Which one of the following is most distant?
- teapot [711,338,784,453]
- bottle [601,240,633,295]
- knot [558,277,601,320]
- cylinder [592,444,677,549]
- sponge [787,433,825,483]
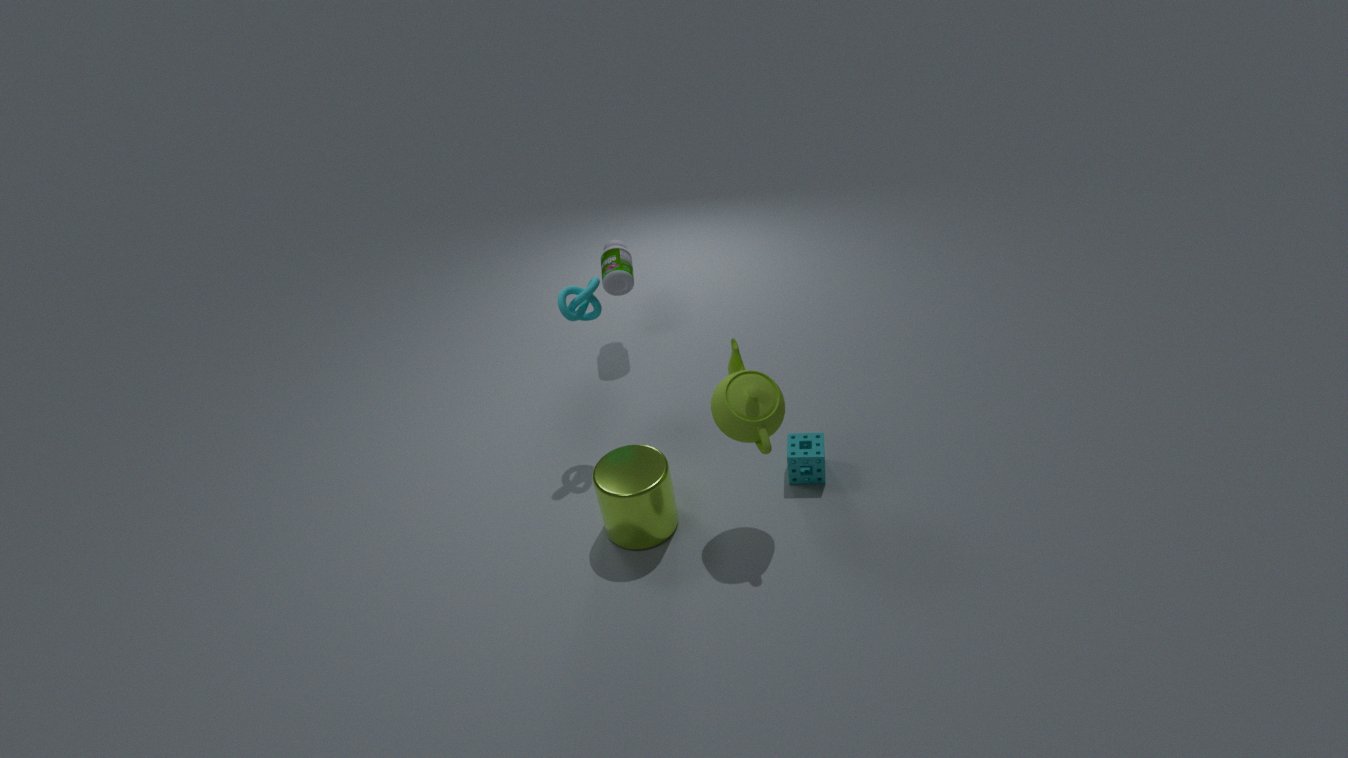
bottle [601,240,633,295]
